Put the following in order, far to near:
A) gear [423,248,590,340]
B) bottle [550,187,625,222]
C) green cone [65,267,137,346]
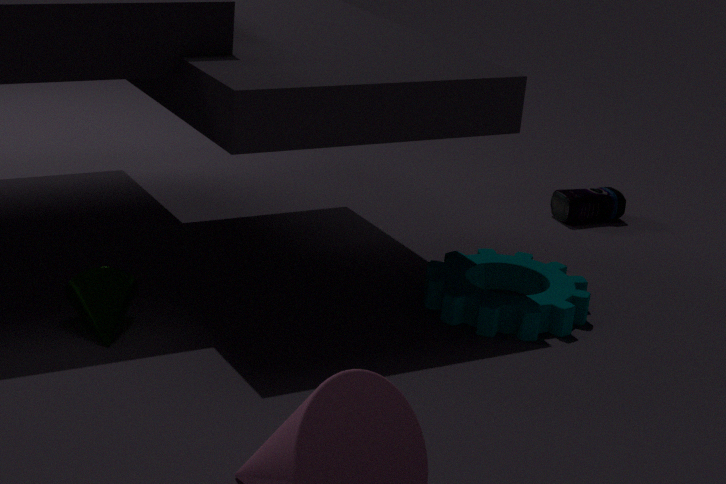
bottle [550,187,625,222], gear [423,248,590,340], green cone [65,267,137,346]
